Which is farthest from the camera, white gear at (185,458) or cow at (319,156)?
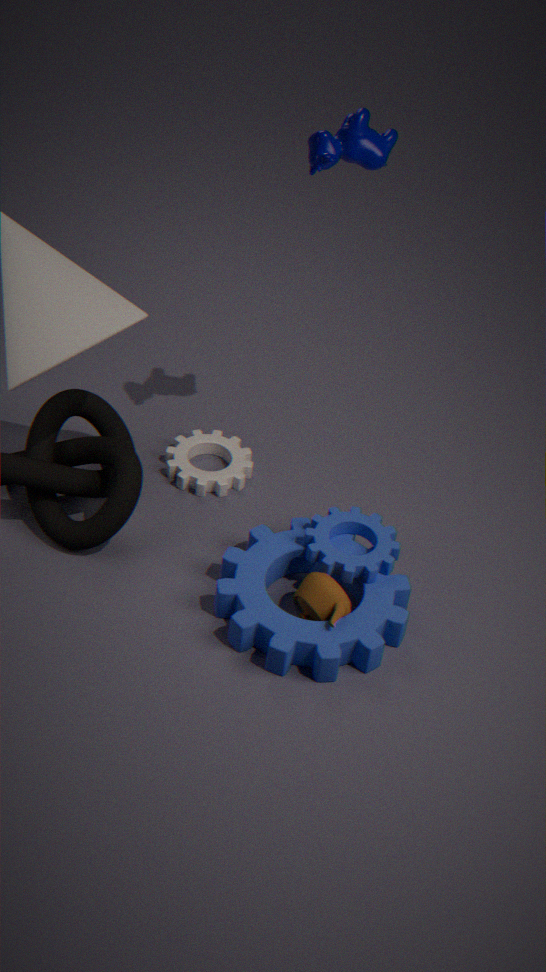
white gear at (185,458)
